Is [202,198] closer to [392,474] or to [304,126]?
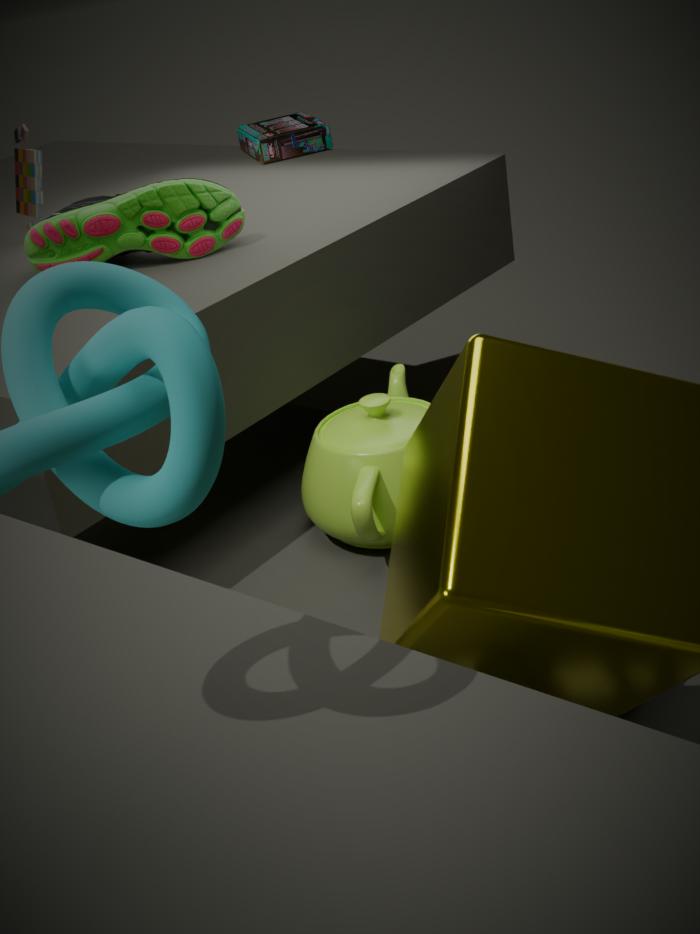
[392,474]
